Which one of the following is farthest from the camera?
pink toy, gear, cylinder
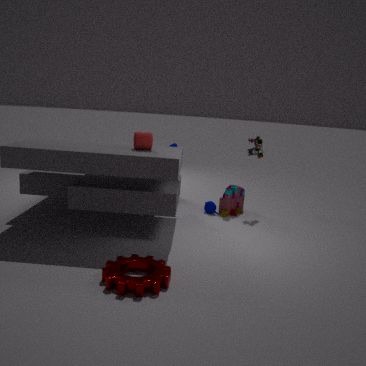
pink toy
